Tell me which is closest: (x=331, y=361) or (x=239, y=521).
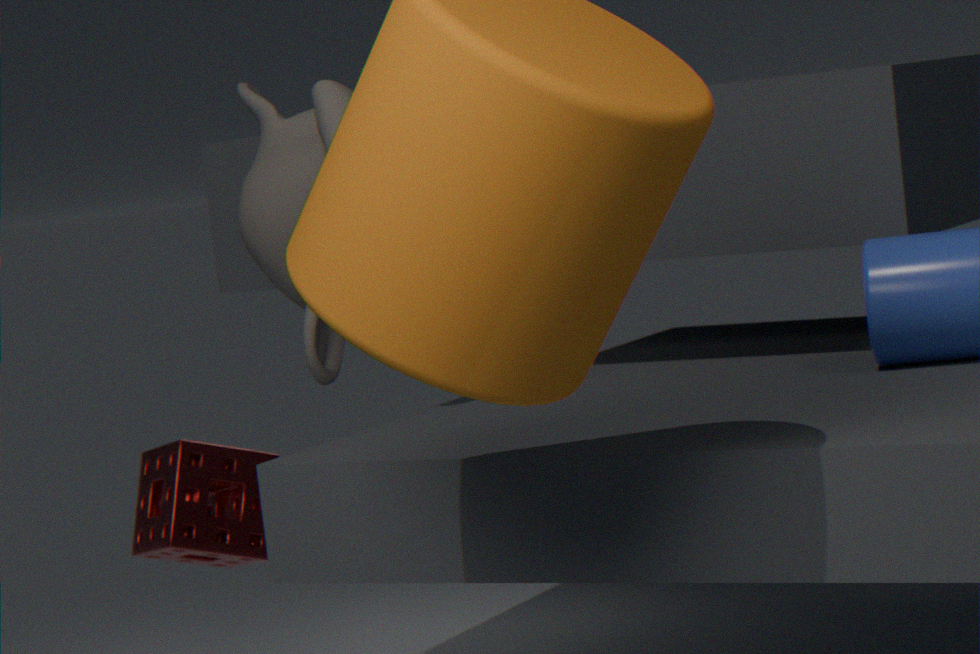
(x=331, y=361)
